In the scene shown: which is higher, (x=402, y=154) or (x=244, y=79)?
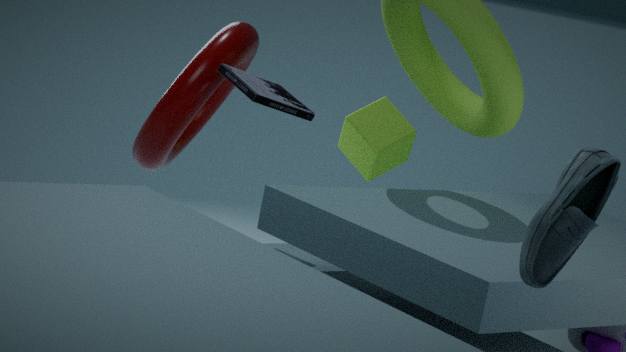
(x=244, y=79)
